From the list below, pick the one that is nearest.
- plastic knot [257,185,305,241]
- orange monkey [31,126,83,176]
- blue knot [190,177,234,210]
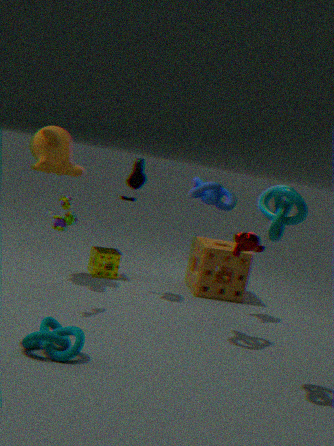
plastic knot [257,185,305,241]
